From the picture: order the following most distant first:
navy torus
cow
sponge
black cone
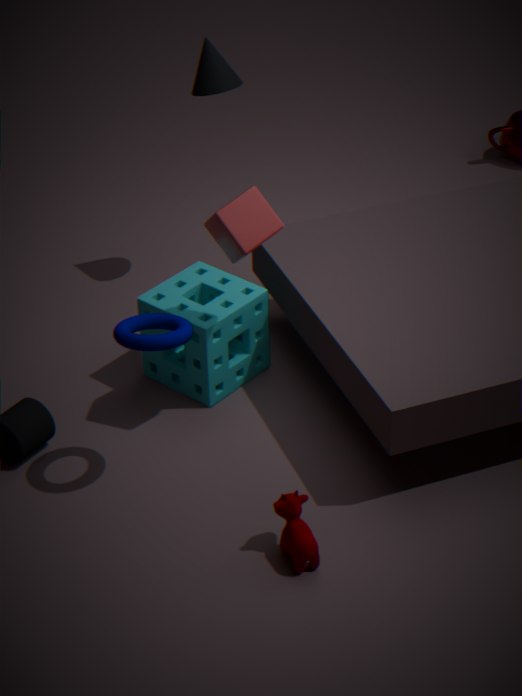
black cone
sponge
navy torus
cow
